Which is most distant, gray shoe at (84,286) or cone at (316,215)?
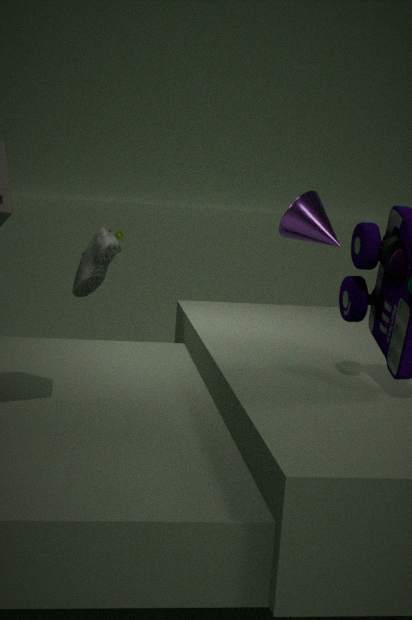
cone at (316,215)
